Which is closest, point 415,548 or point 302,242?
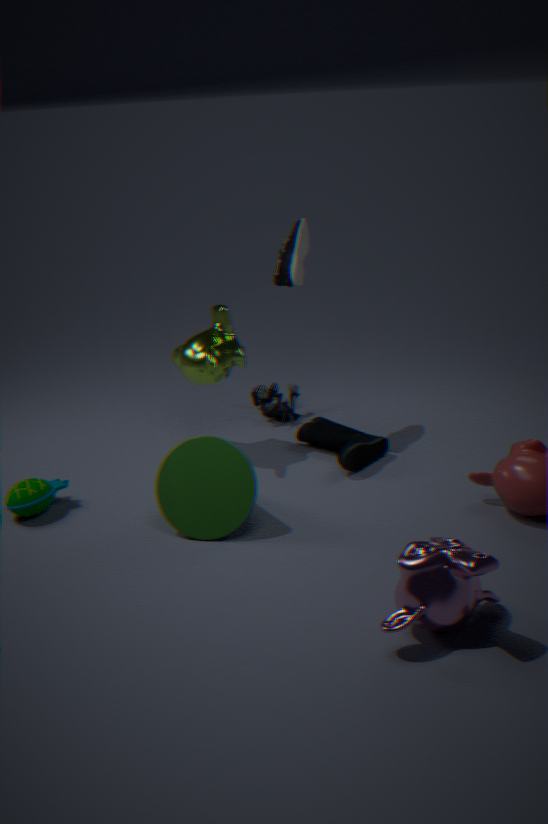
point 415,548
